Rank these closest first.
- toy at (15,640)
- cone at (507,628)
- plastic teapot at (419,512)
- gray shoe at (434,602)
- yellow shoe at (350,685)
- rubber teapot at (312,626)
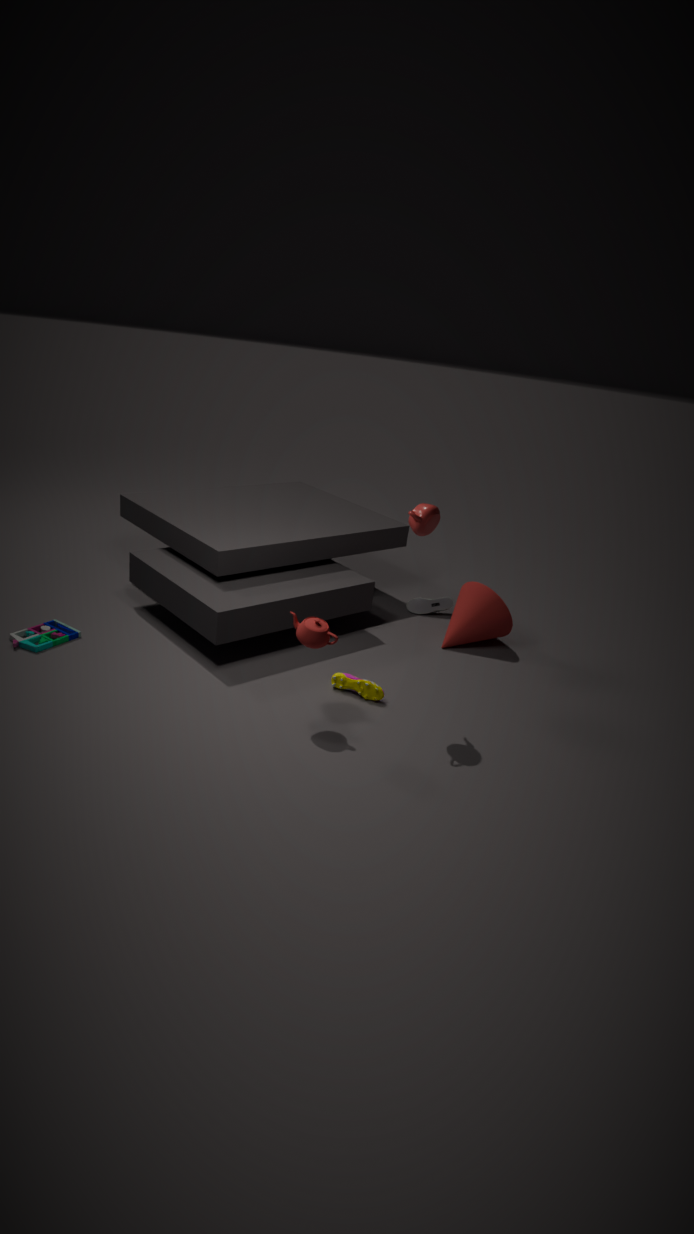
1. rubber teapot at (312,626)
2. plastic teapot at (419,512)
3. yellow shoe at (350,685)
4. toy at (15,640)
5. cone at (507,628)
6. gray shoe at (434,602)
